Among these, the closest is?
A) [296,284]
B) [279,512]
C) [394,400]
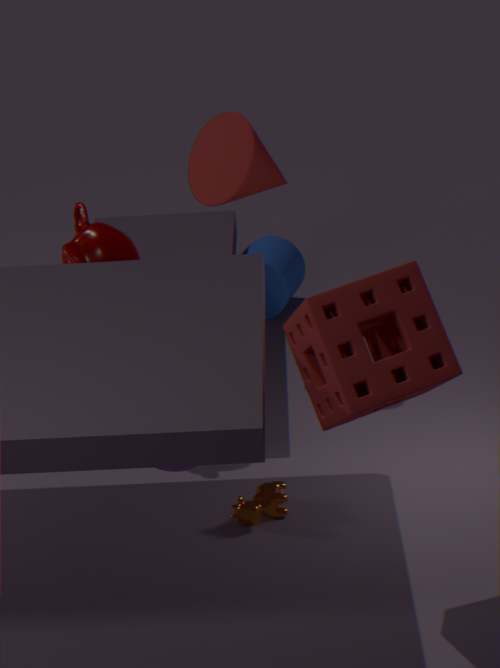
[394,400]
